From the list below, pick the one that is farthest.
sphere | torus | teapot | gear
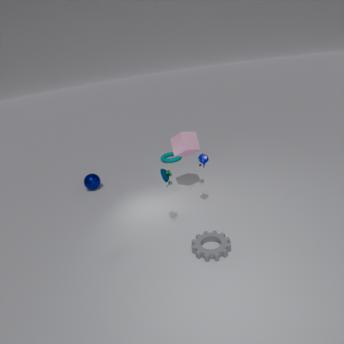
torus
